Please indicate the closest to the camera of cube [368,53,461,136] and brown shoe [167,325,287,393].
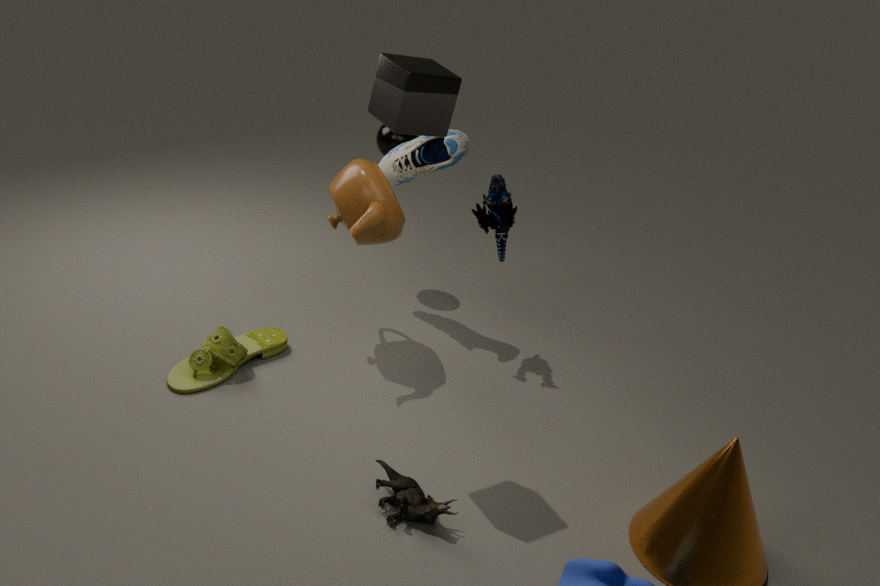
cube [368,53,461,136]
